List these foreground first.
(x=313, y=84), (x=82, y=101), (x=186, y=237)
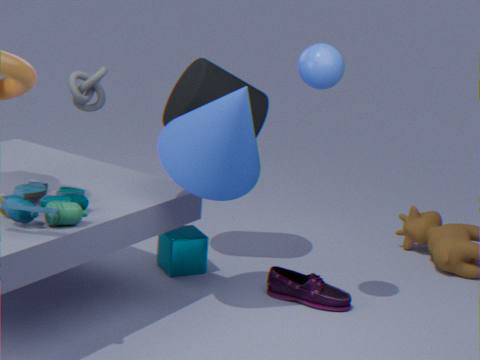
(x=313, y=84) → (x=186, y=237) → (x=82, y=101)
